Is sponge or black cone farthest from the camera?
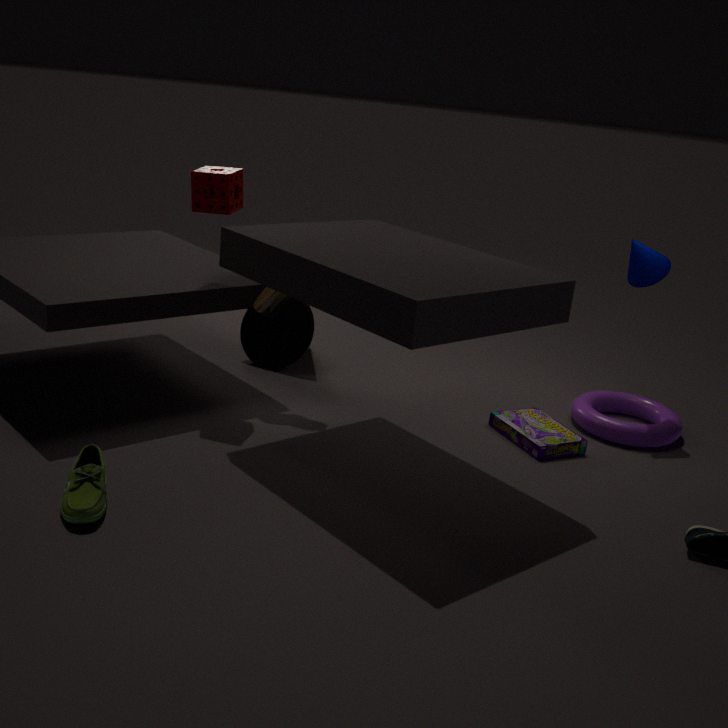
black cone
